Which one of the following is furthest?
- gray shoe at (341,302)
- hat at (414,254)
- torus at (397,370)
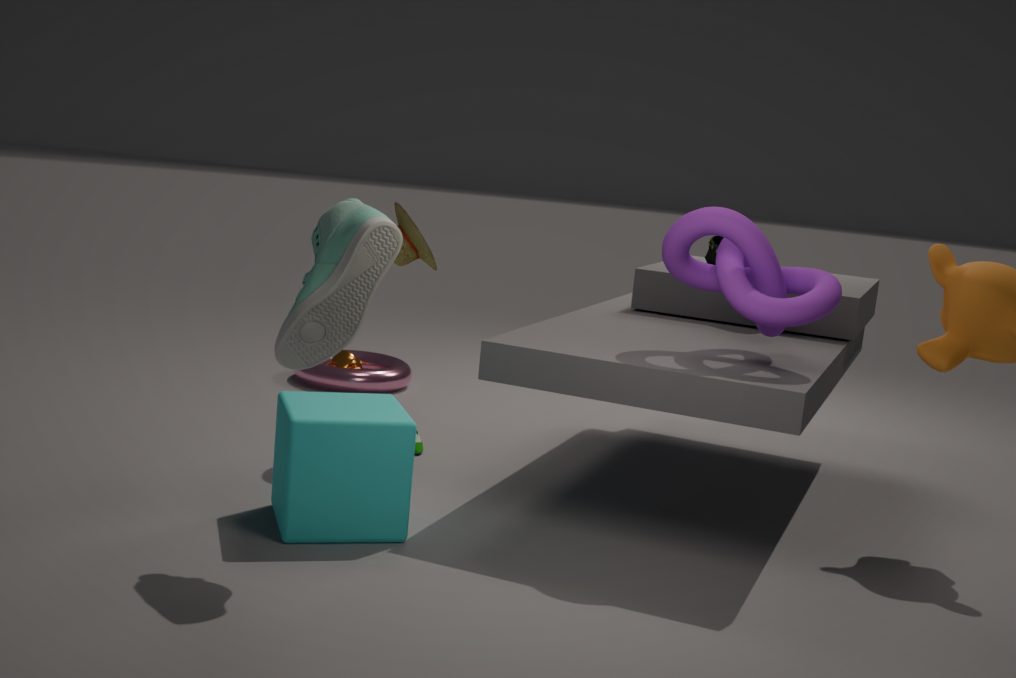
torus at (397,370)
